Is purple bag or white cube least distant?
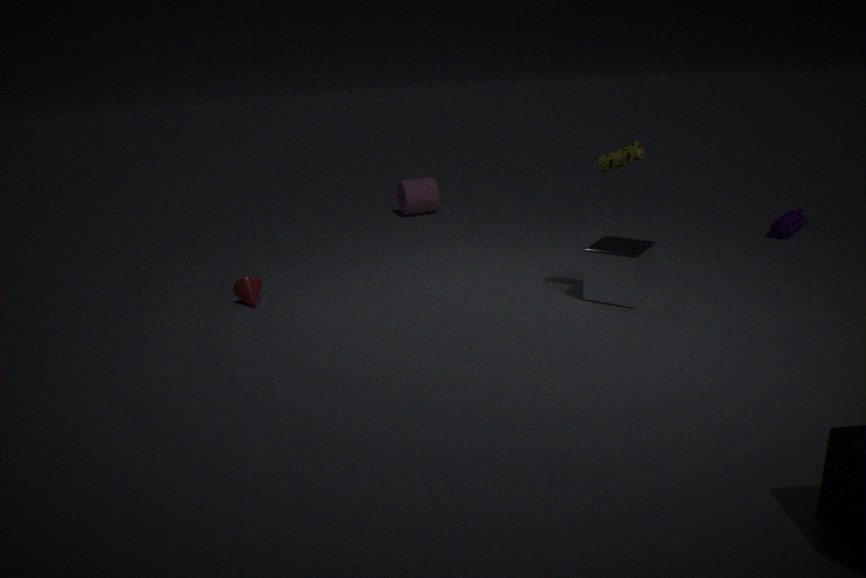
white cube
